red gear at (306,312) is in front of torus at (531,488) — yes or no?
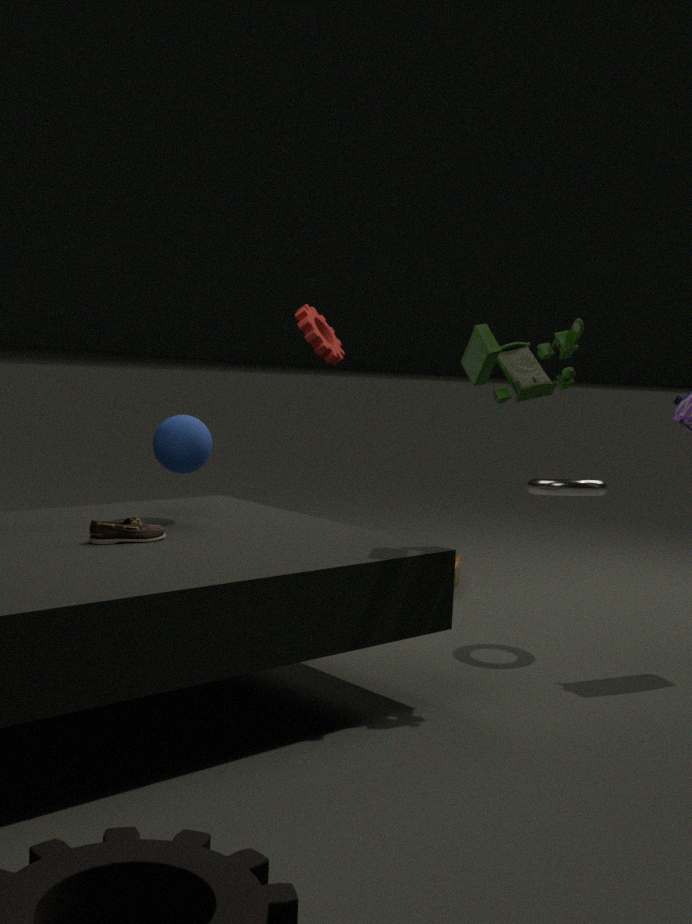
No
